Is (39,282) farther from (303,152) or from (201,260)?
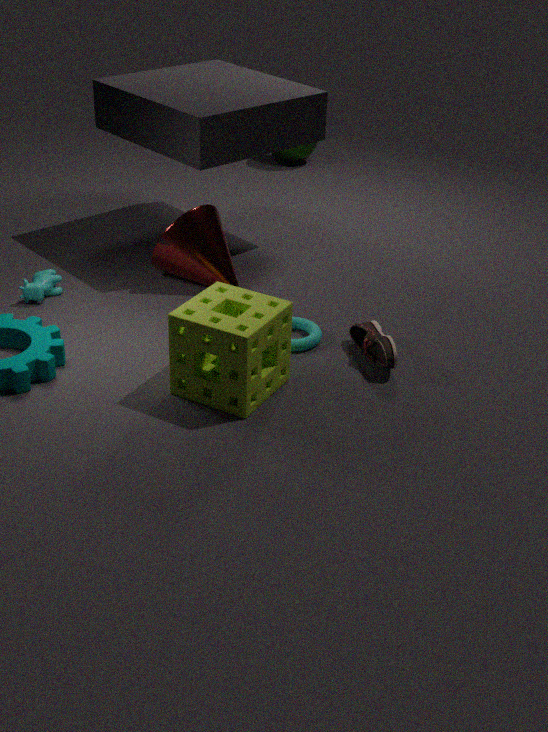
(303,152)
